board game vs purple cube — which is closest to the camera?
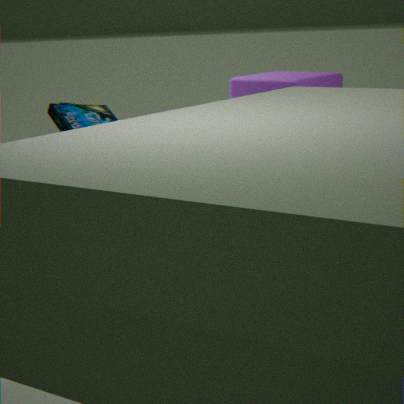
board game
